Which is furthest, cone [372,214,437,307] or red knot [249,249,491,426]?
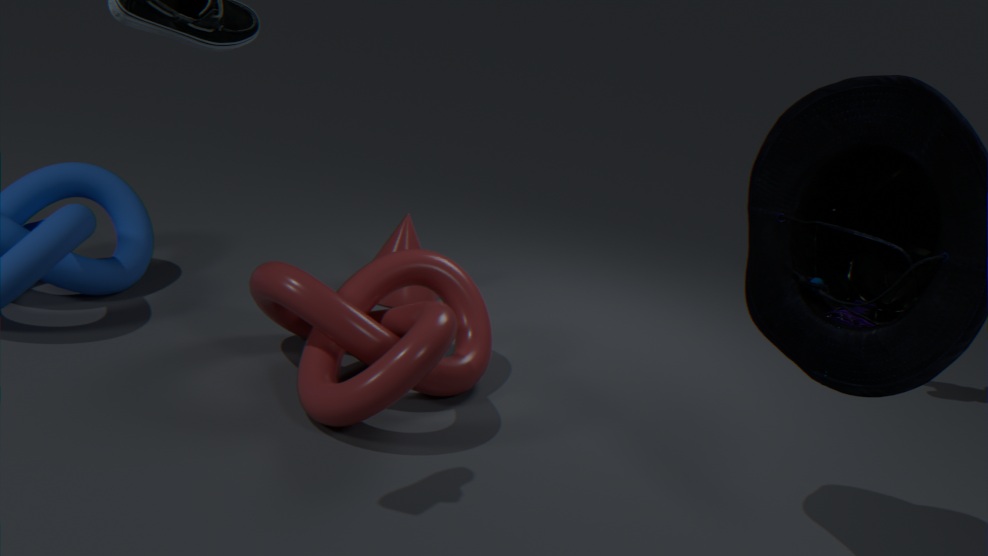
cone [372,214,437,307]
